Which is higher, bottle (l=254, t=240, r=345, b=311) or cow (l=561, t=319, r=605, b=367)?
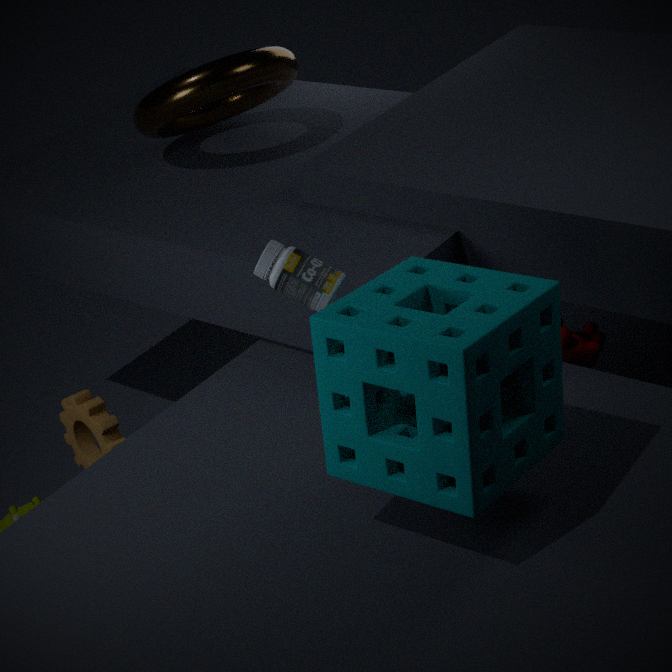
bottle (l=254, t=240, r=345, b=311)
